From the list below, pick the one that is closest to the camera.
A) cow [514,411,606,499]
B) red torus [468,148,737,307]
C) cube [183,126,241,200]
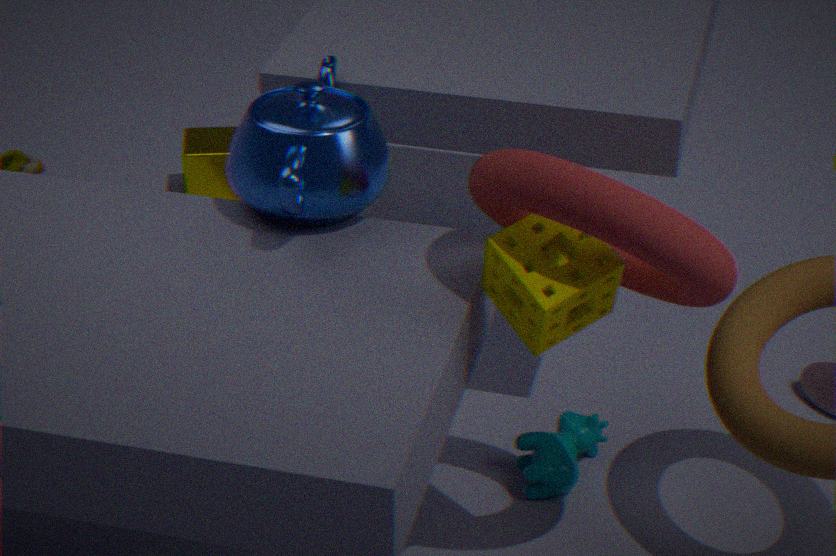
red torus [468,148,737,307]
